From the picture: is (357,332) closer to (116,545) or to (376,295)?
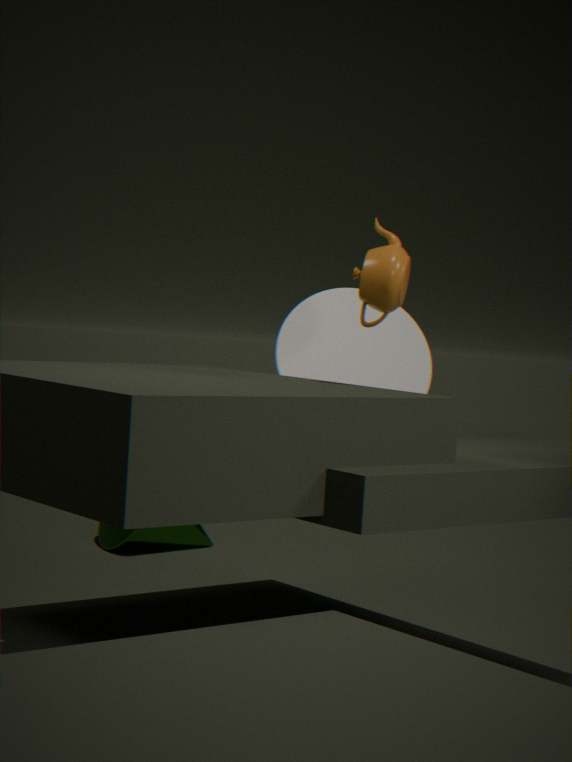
(376,295)
